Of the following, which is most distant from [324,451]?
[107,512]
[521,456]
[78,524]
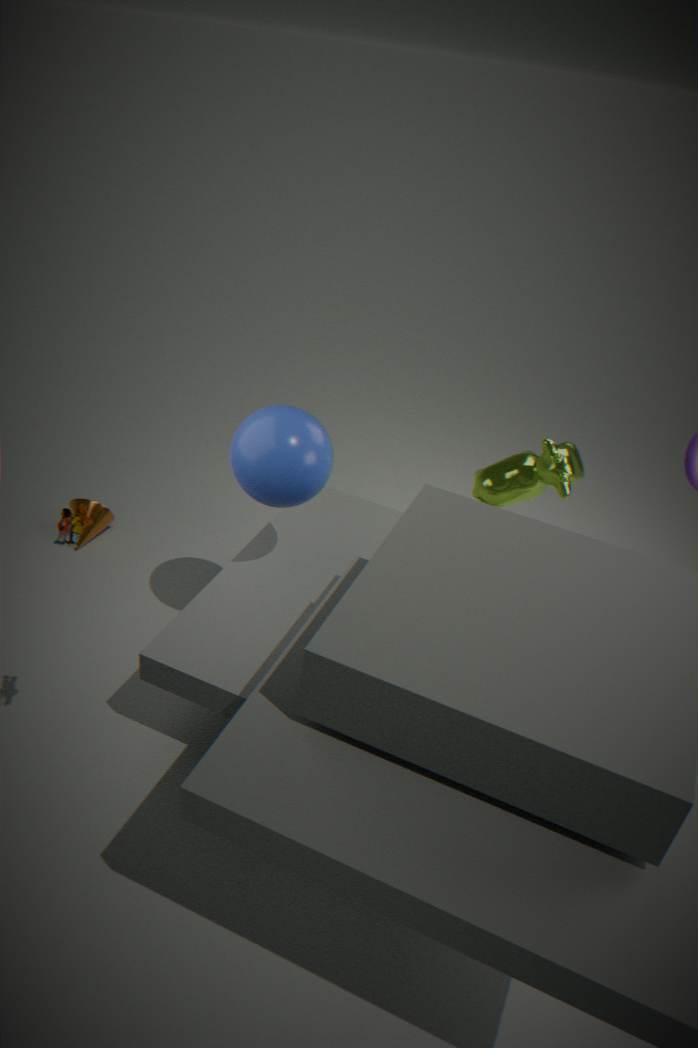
[107,512]
